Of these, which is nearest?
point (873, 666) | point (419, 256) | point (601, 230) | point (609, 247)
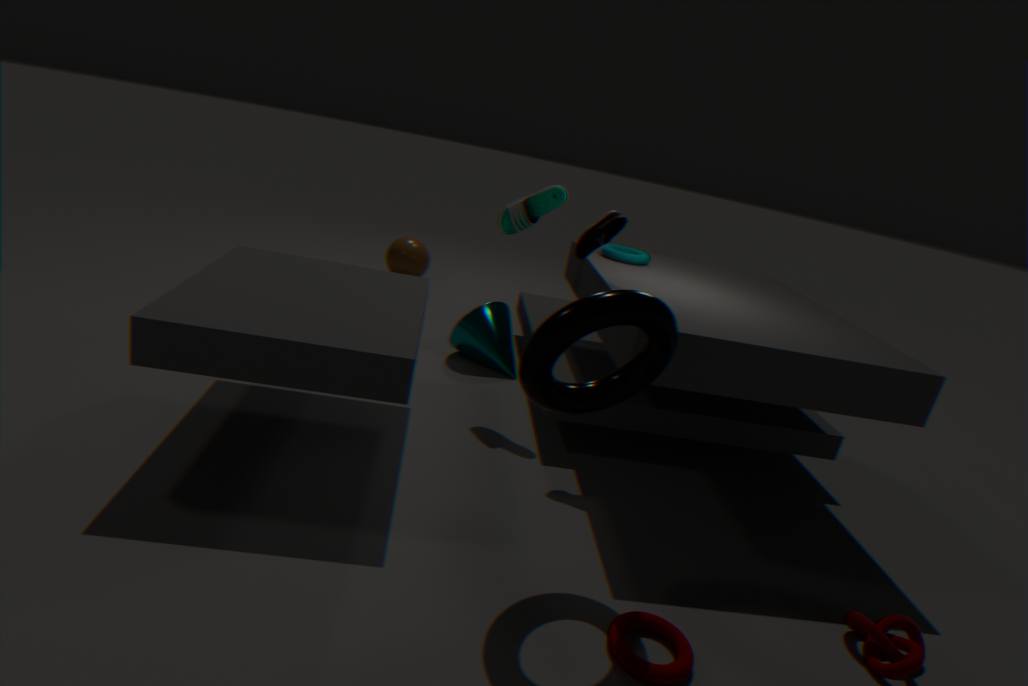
point (873, 666)
